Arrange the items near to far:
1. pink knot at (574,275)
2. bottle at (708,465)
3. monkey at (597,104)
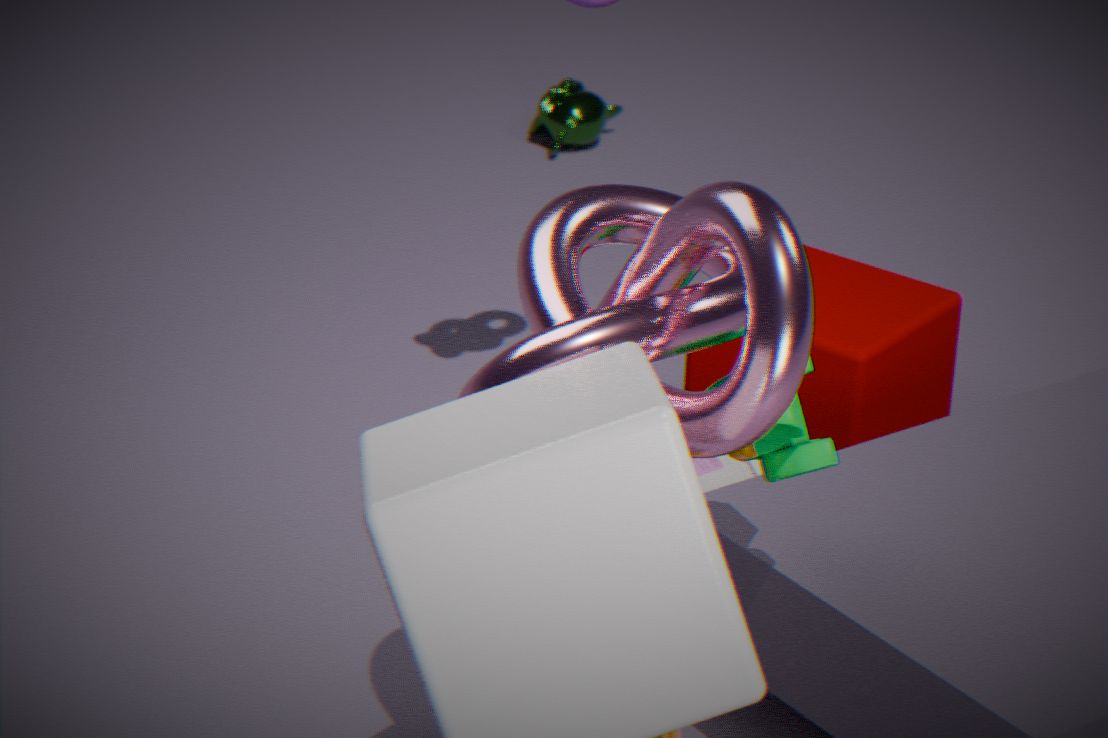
pink knot at (574,275)
bottle at (708,465)
monkey at (597,104)
